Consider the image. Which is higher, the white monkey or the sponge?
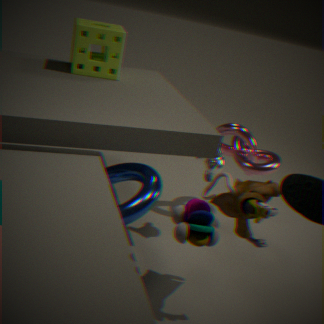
the sponge
